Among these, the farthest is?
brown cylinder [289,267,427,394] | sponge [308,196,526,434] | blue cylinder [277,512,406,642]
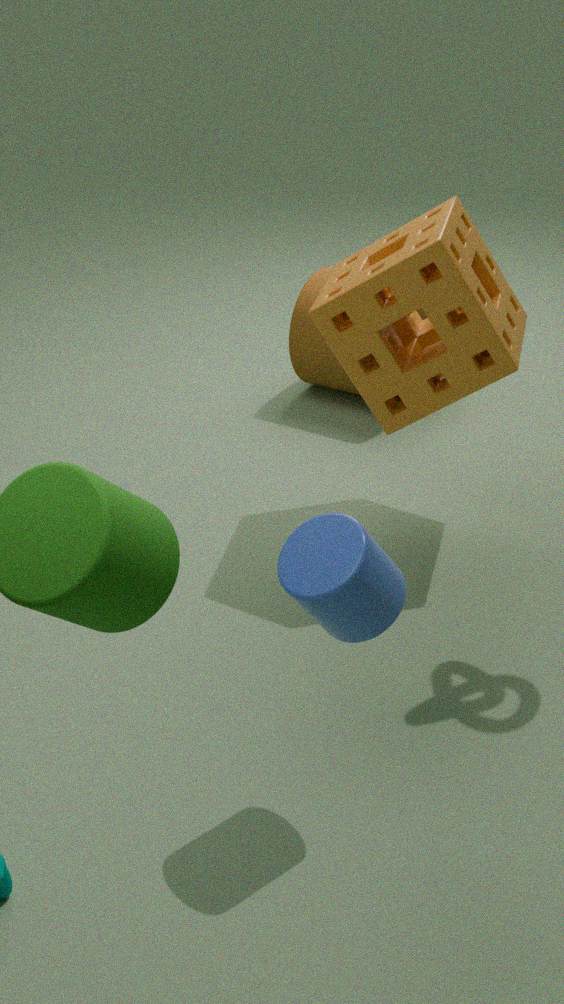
brown cylinder [289,267,427,394]
